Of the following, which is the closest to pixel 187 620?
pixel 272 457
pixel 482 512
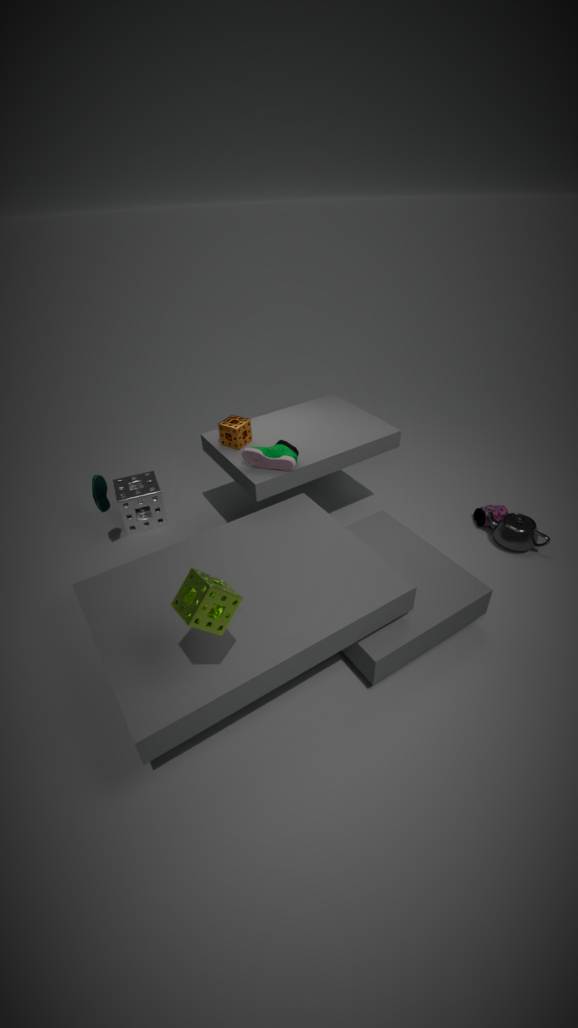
pixel 272 457
